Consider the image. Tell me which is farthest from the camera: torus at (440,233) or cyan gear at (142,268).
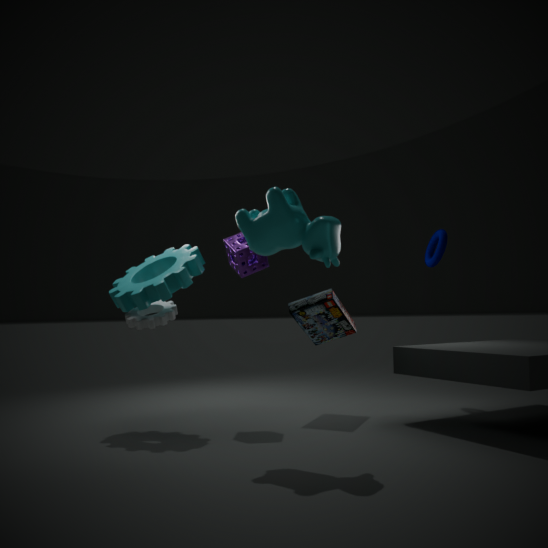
torus at (440,233)
